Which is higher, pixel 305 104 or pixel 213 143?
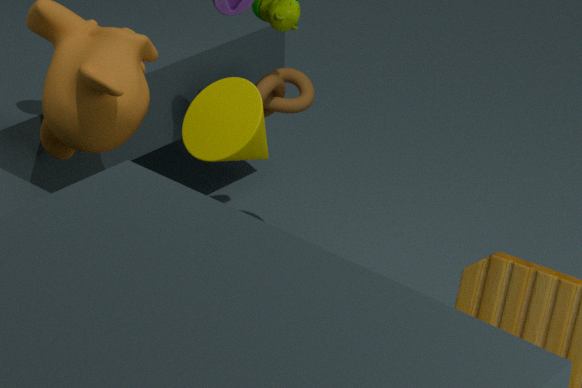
pixel 213 143
